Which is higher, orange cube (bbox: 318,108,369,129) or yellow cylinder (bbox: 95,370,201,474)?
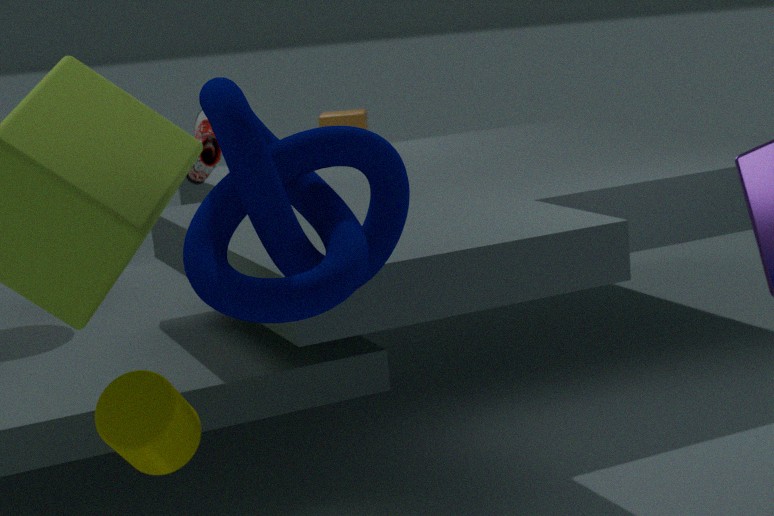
orange cube (bbox: 318,108,369,129)
